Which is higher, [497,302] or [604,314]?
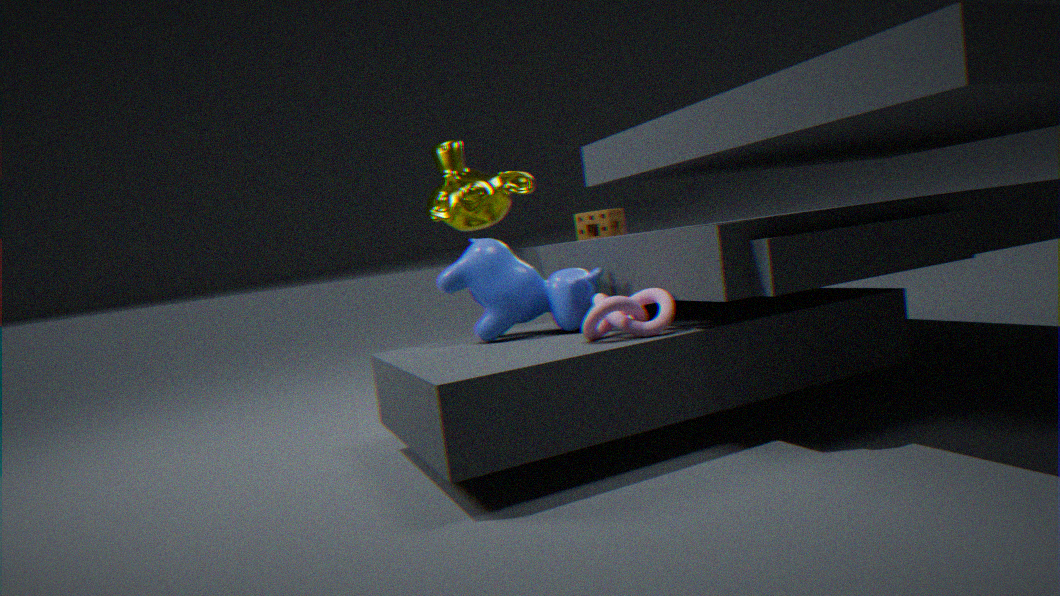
[497,302]
